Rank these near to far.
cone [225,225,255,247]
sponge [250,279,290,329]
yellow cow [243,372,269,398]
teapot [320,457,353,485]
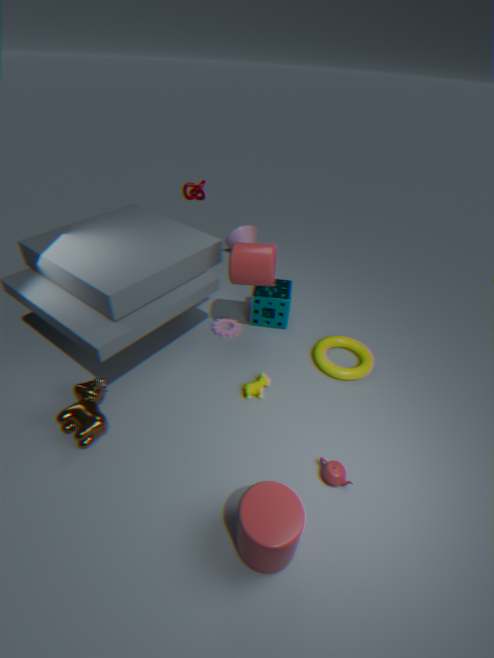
teapot [320,457,353,485], yellow cow [243,372,269,398], sponge [250,279,290,329], cone [225,225,255,247]
